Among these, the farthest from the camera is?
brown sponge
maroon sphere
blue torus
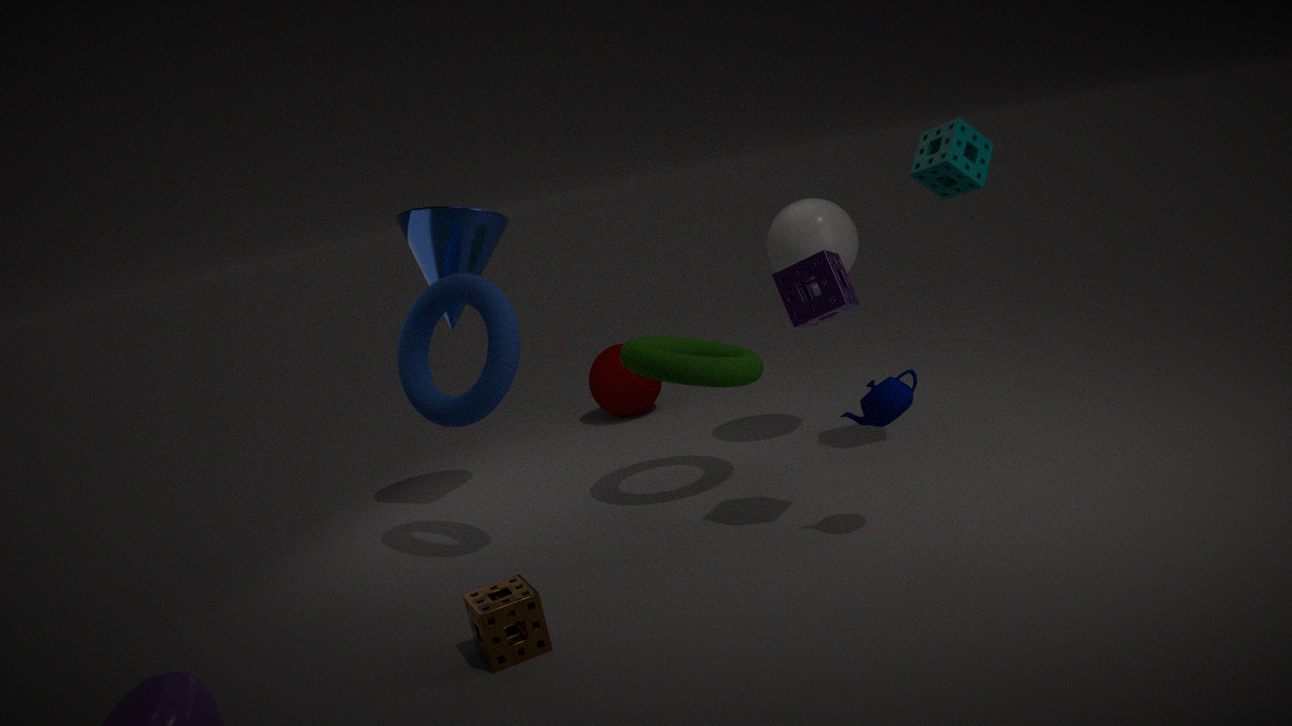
maroon sphere
